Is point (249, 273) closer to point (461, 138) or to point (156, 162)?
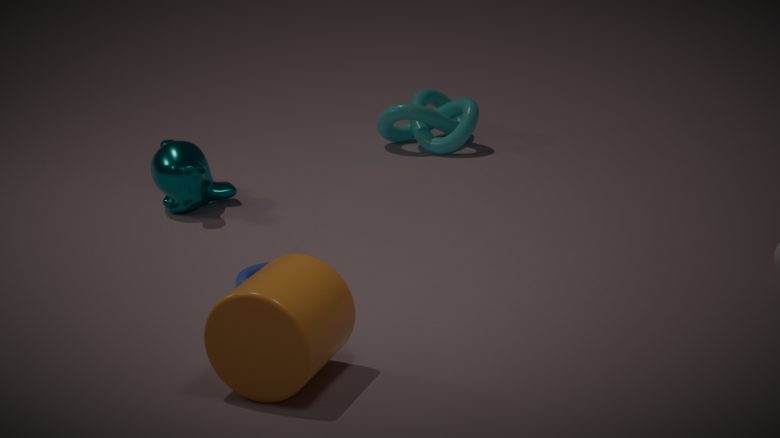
point (156, 162)
